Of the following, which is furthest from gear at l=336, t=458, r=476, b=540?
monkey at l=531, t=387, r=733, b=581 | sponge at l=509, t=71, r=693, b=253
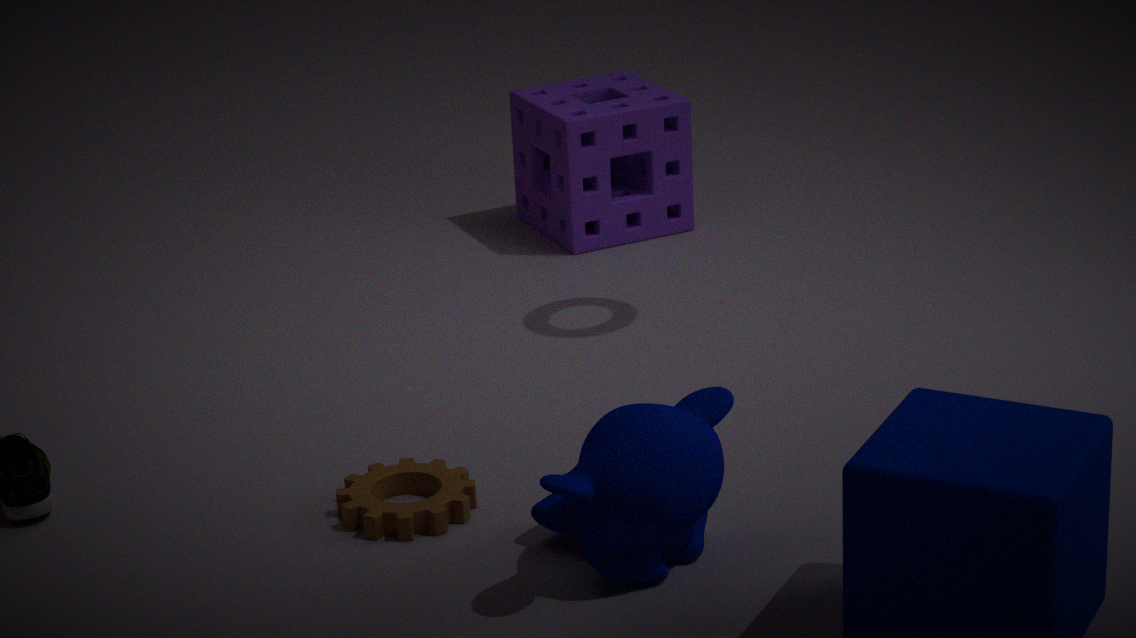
sponge at l=509, t=71, r=693, b=253
